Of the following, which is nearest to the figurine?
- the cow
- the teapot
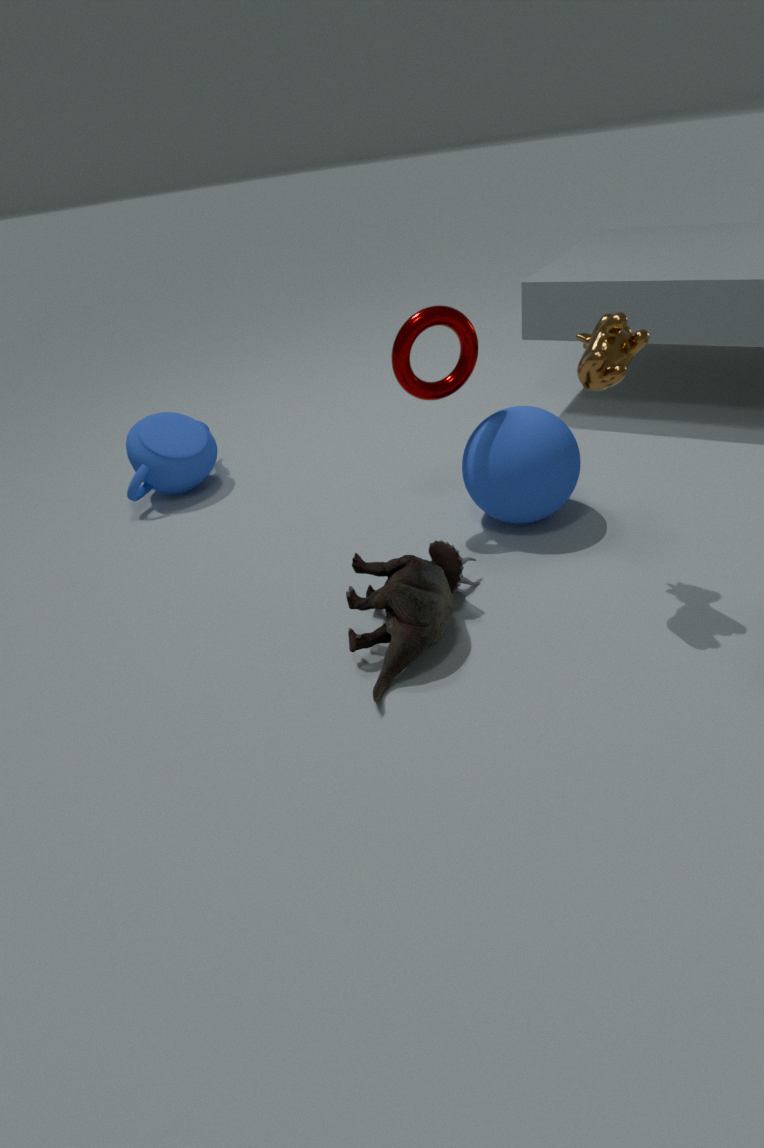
the cow
